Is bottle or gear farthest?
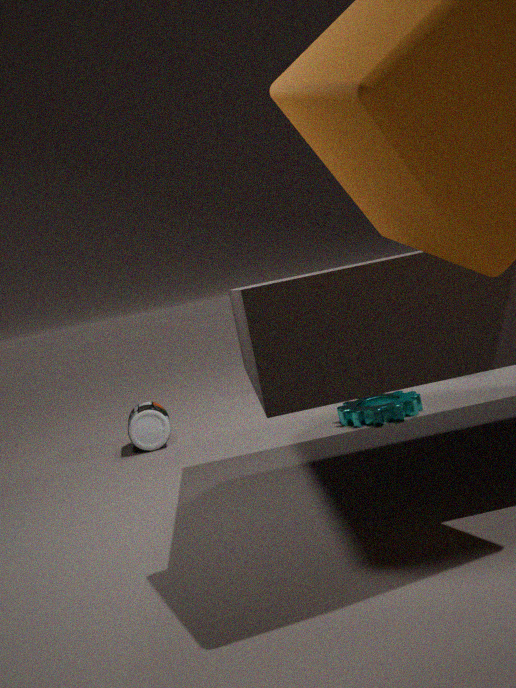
bottle
